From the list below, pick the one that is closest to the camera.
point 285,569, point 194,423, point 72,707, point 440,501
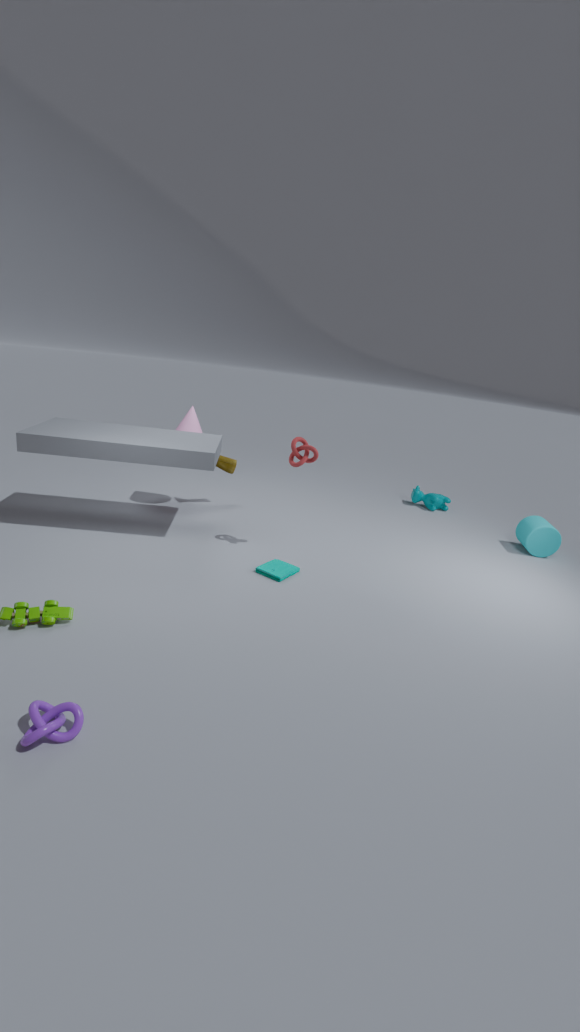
point 72,707
